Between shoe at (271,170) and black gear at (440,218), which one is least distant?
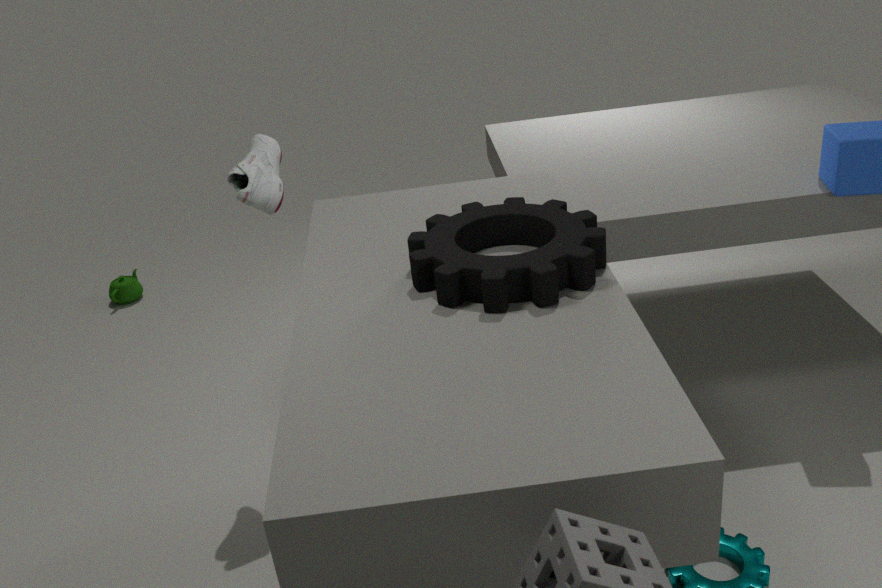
black gear at (440,218)
